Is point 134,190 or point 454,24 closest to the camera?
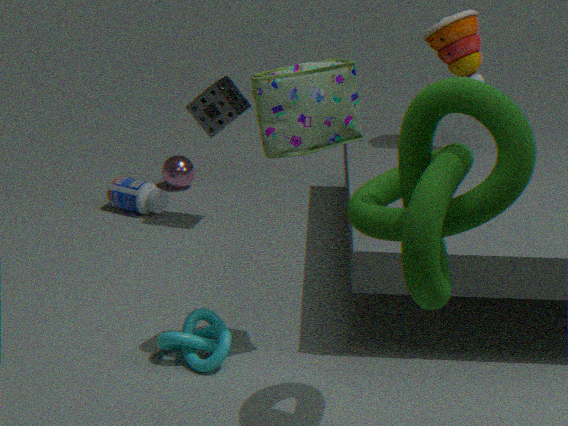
point 454,24
